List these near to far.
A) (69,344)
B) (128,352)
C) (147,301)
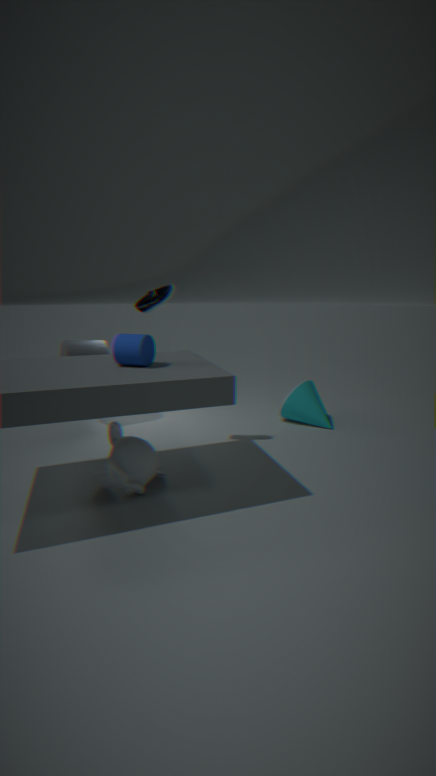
(128,352) < (147,301) < (69,344)
